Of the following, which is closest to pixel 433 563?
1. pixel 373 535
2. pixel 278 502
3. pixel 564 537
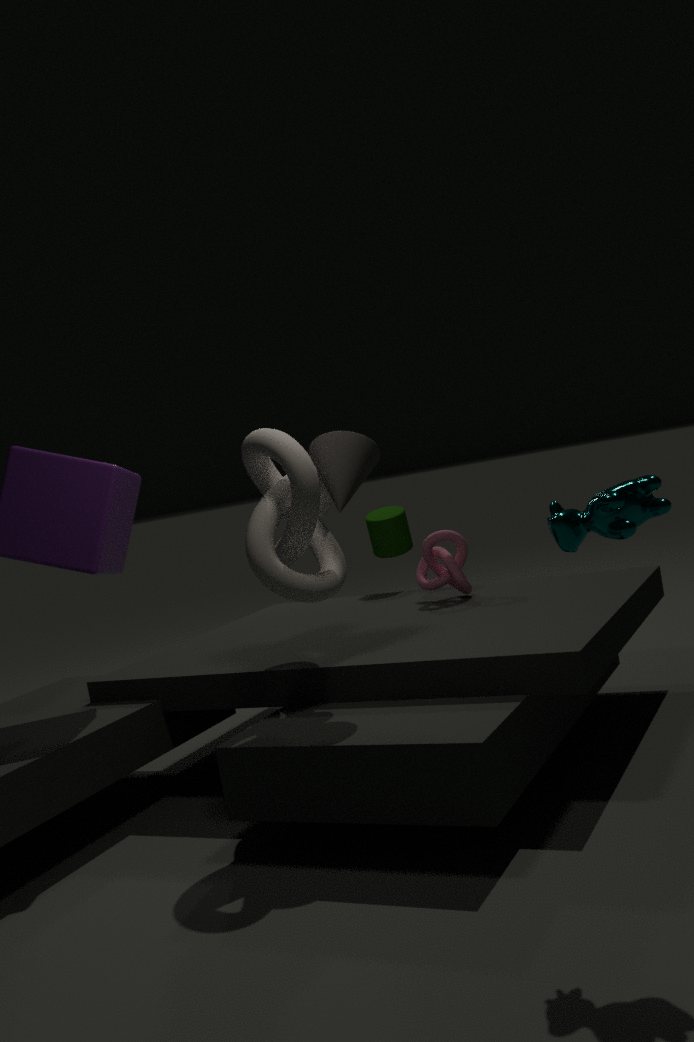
pixel 373 535
